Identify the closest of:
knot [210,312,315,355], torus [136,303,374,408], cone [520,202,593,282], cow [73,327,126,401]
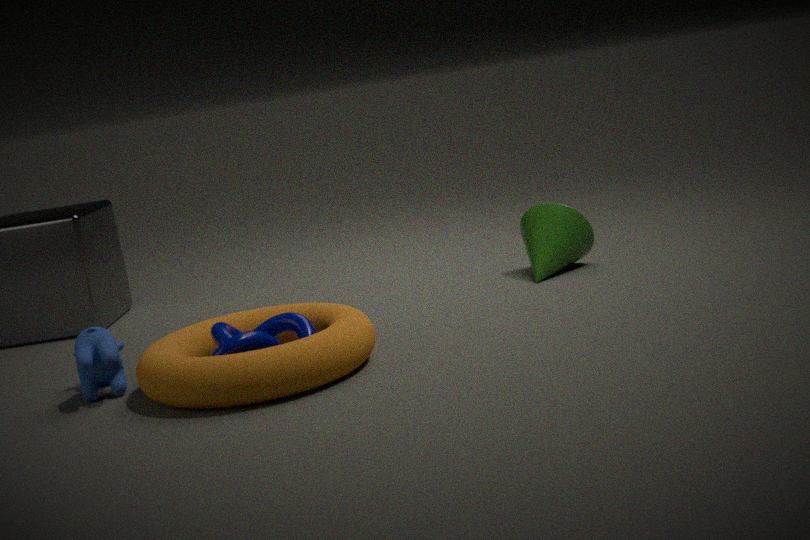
torus [136,303,374,408]
